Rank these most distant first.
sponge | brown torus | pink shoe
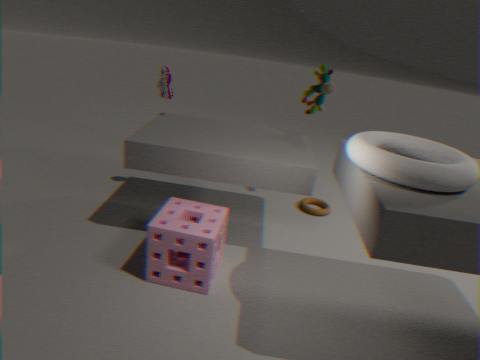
brown torus
pink shoe
sponge
